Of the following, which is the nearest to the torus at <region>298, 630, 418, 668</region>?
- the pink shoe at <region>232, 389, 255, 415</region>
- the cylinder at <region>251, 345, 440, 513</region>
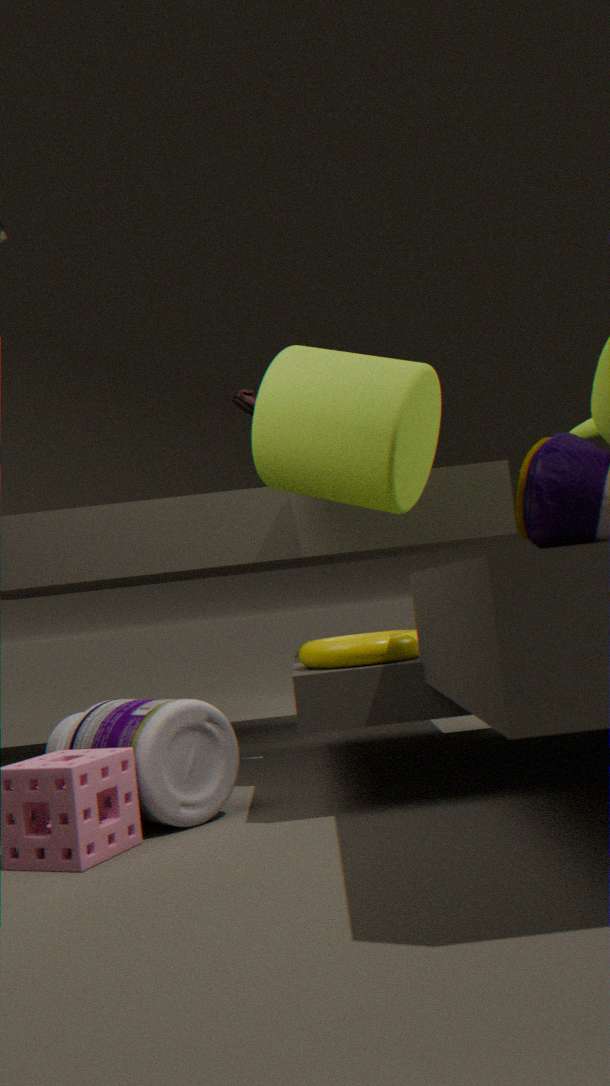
the cylinder at <region>251, 345, 440, 513</region>
